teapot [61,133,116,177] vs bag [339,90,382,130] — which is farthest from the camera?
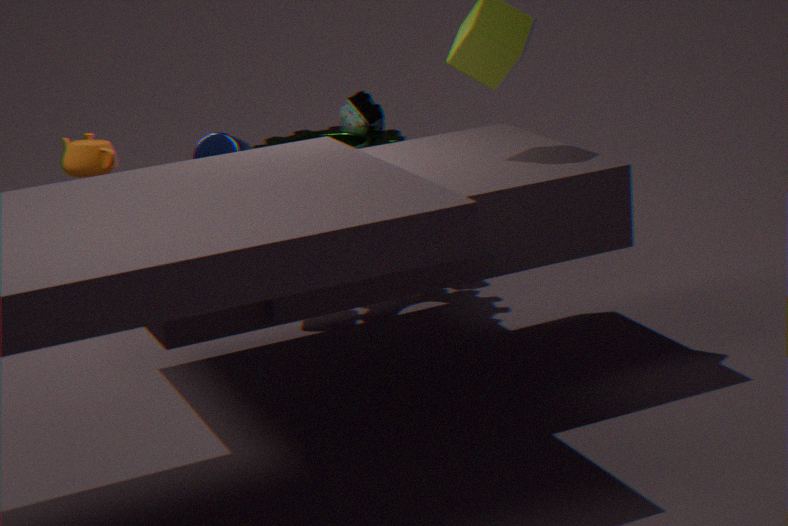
bag [339,90,382,130]
